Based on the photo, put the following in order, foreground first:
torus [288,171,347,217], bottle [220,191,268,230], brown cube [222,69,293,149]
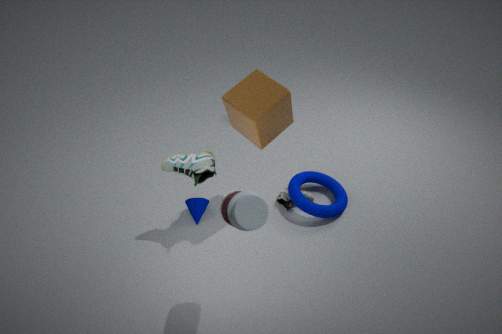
bottle [220,191,268,230] < brown cube [222,69,293,149] < torus [288,171,347,217]
